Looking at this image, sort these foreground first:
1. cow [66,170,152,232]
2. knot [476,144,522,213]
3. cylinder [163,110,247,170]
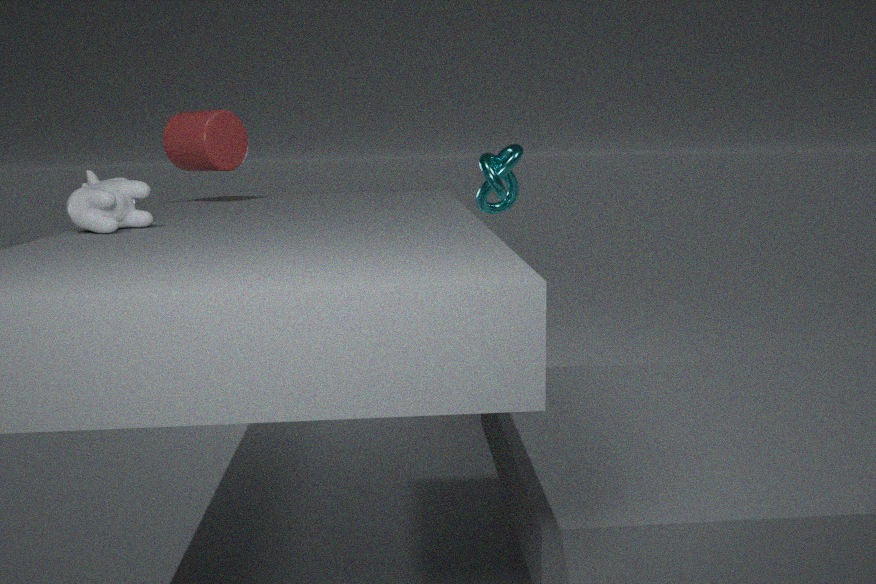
1. cow [66,170,152,232]
2. cylinder [163,110,247,170]
3. knot [476,144,522,213]
